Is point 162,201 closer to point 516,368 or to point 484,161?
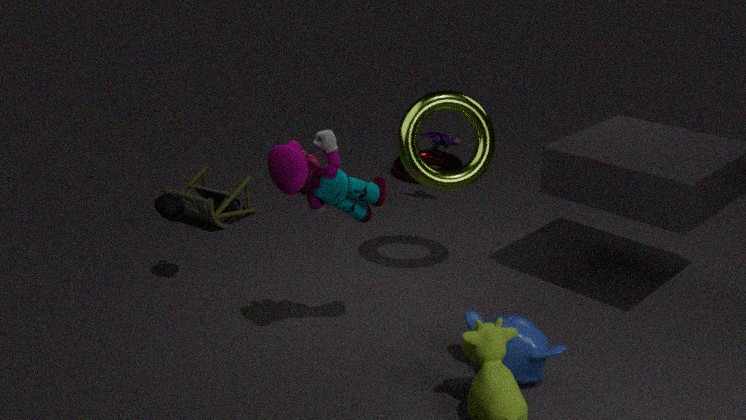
point 484,161
